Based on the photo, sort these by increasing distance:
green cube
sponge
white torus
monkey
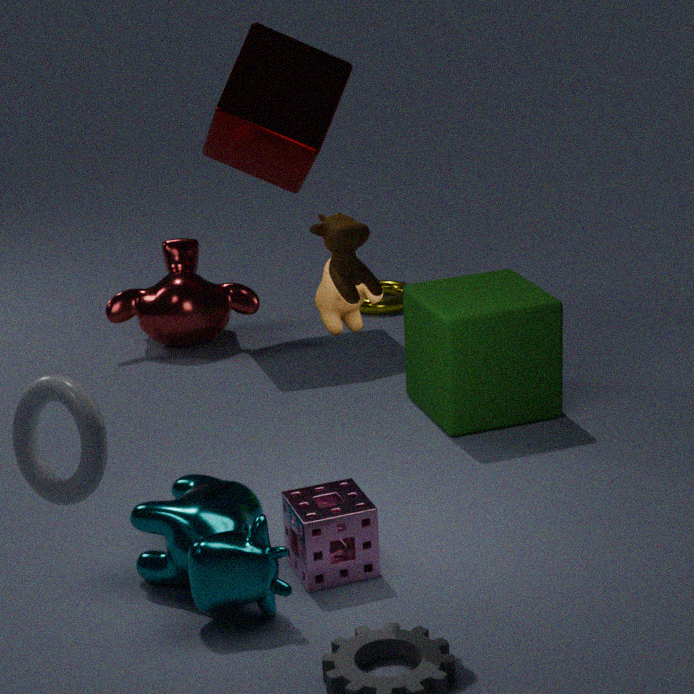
white torus, sponge, green cube, monkey
